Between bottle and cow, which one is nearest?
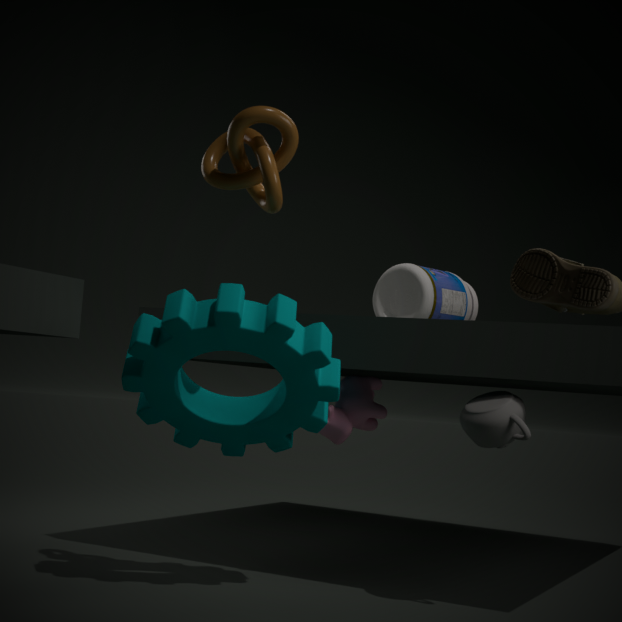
cow
